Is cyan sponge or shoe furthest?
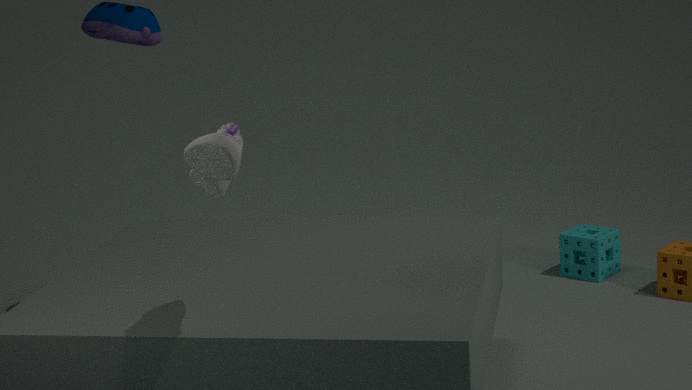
cyan sponge
